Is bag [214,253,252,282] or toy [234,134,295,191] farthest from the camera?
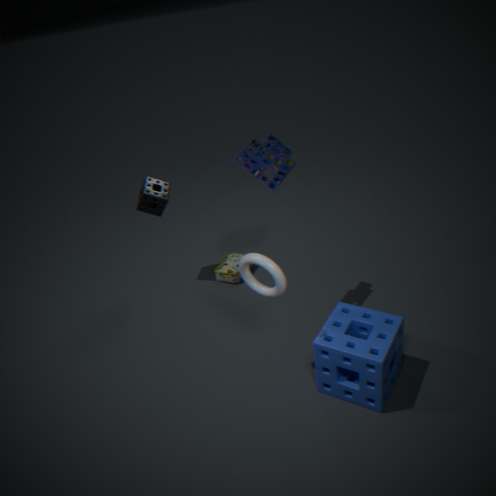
bag [214,253,252,282]
